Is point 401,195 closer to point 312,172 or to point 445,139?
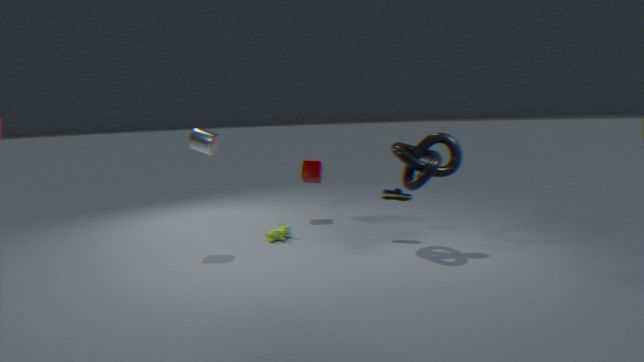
point 445,139
